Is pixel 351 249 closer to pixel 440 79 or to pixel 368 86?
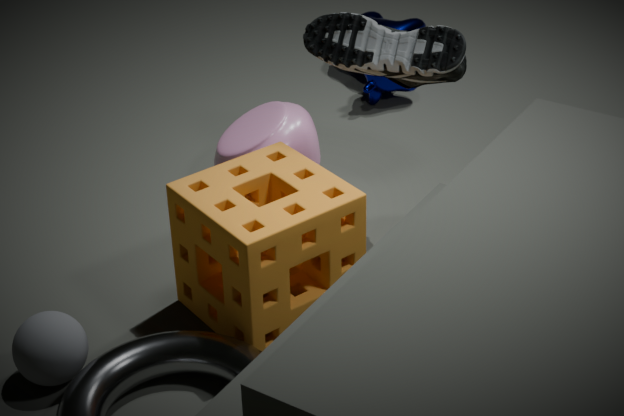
pixel 440 79
